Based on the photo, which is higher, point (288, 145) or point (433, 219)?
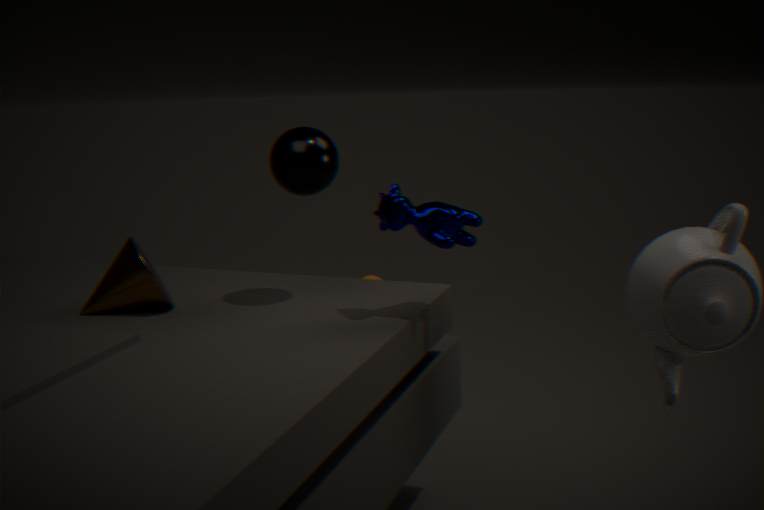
point (288, 145)
